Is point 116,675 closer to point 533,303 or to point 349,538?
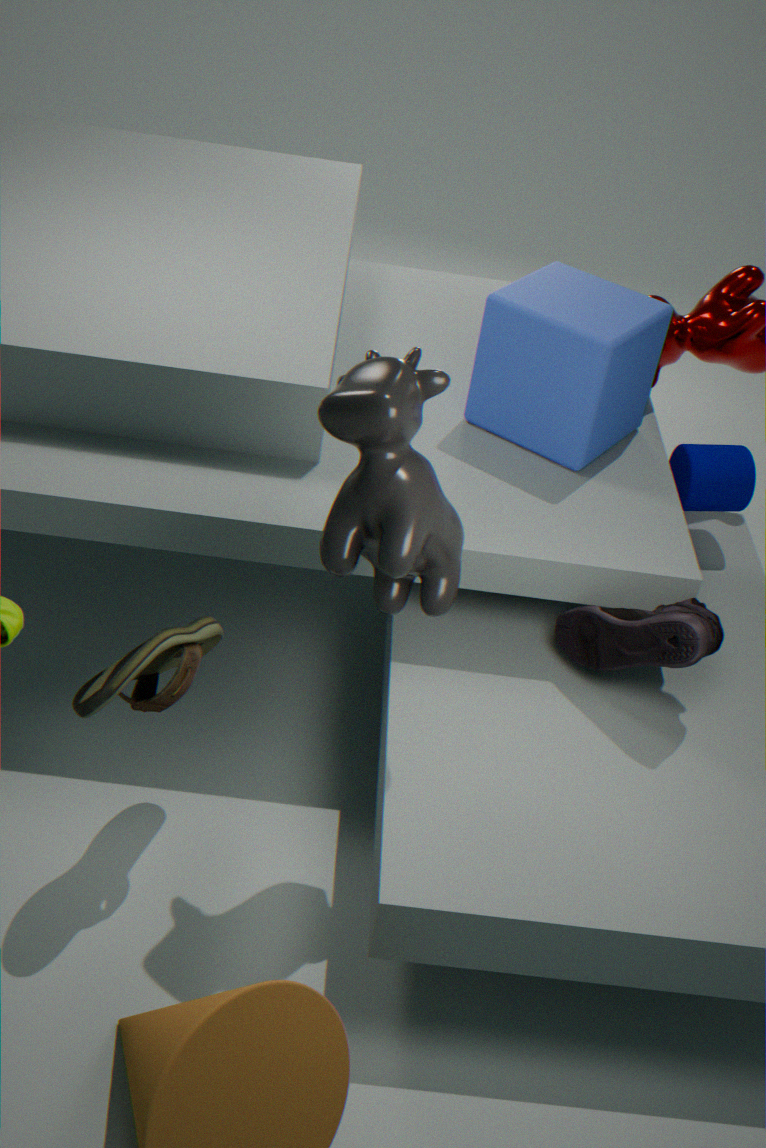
point 349,538
